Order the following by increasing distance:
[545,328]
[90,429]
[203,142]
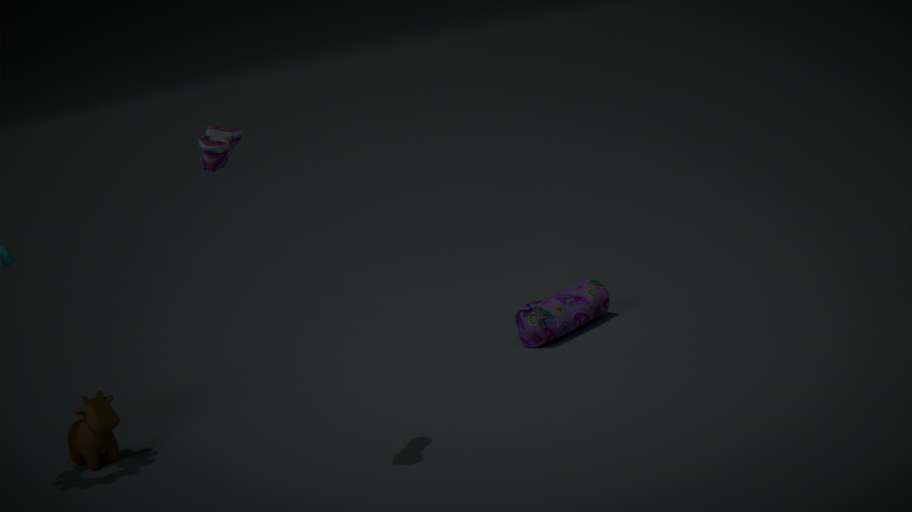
[203,142] → [90,429] → [545,328]
